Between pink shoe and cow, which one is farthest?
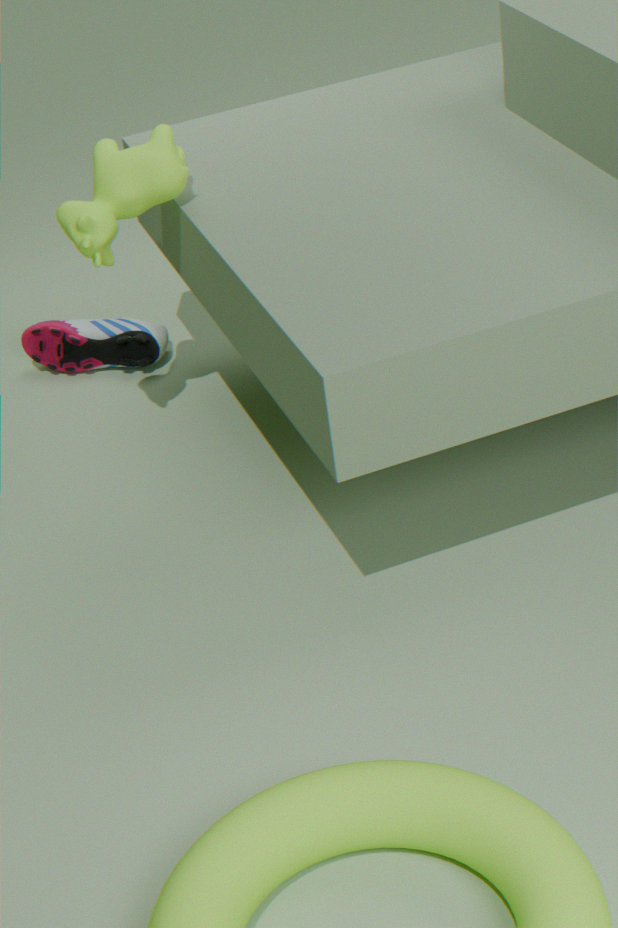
pink shoe
